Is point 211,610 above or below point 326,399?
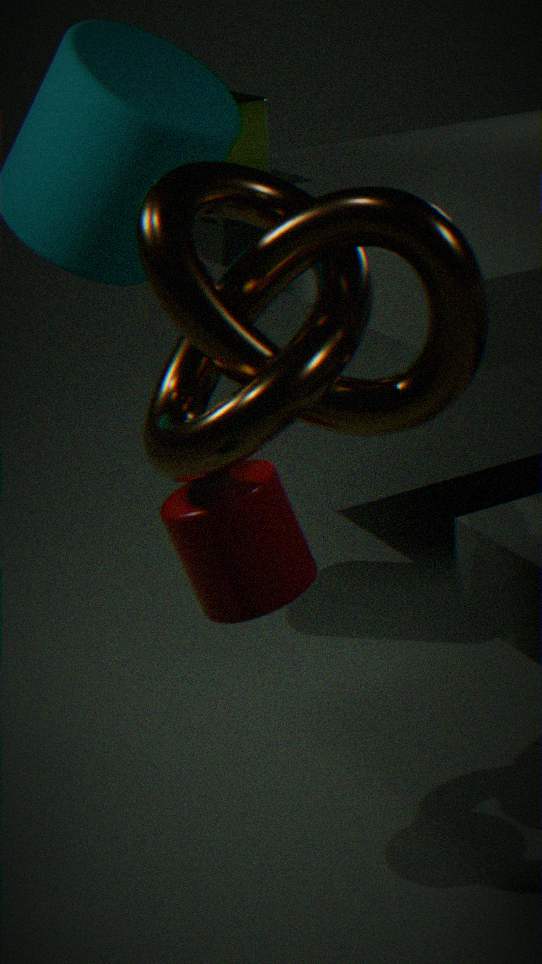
below
